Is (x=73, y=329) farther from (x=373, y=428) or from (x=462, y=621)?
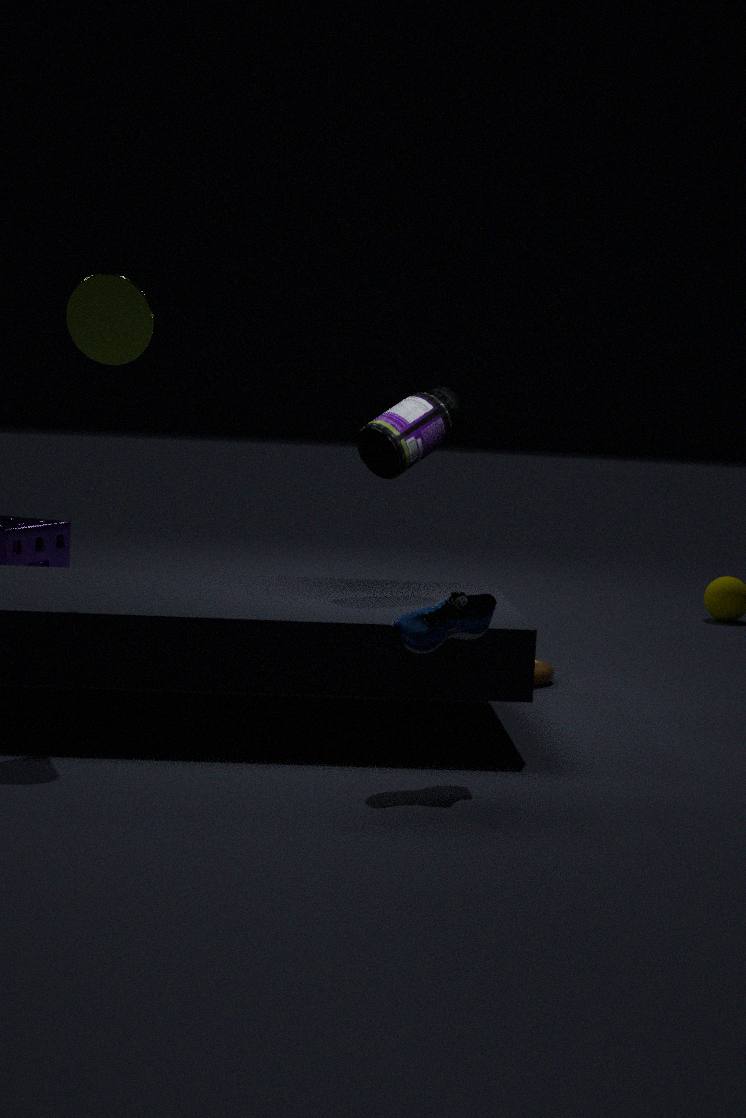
(x=462, y=621)
